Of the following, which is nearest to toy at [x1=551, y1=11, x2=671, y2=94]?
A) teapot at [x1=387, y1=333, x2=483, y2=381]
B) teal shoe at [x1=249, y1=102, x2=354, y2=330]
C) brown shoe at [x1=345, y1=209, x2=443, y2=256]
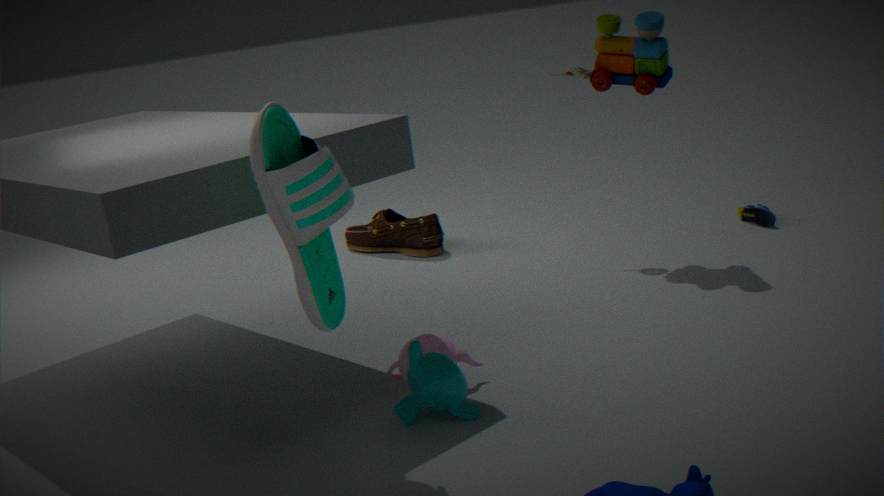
brown shoe at [x1=345, y1=209, x2=443, y2=256]
